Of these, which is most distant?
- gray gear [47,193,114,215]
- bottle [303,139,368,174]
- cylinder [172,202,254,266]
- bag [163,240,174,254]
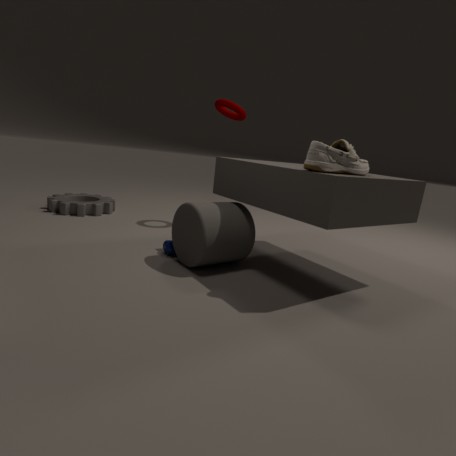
gray gear [47,193,114,215]
